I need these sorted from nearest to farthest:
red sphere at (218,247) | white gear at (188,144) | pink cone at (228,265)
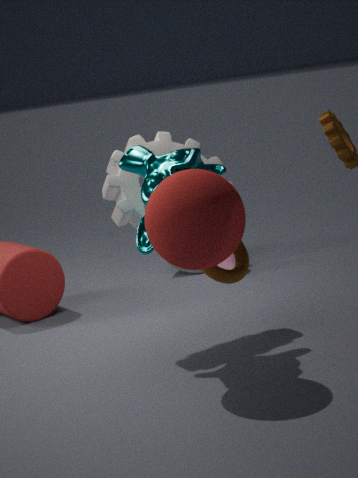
red sphere at (218,247) < white gear at (188,144) < pink cone at (228,265)
